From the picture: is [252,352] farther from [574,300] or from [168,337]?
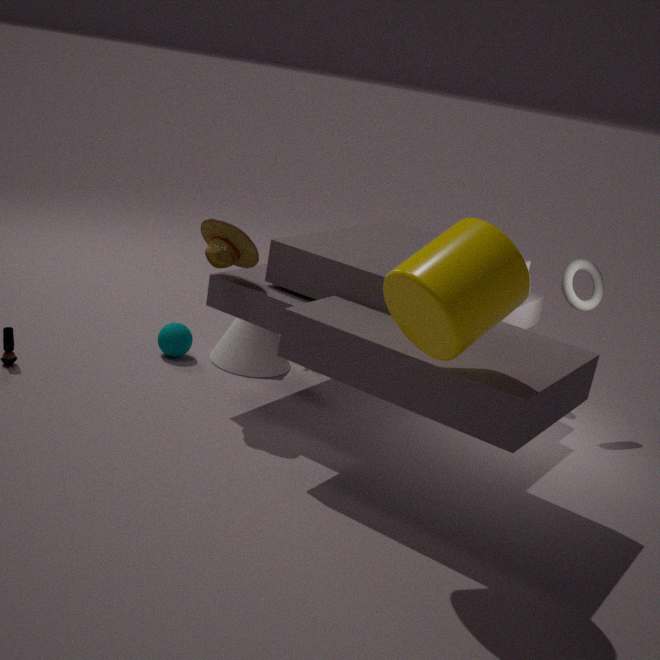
[574,300]
